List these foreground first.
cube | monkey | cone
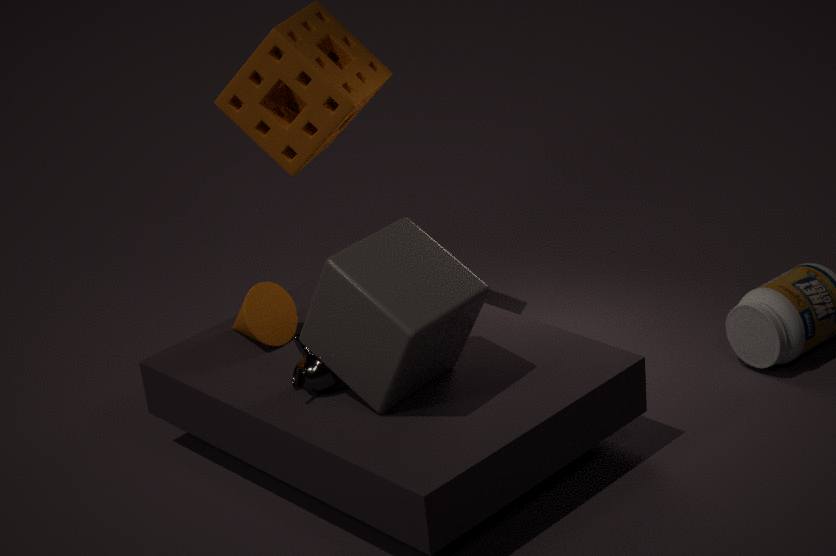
cube < monkey < cone
